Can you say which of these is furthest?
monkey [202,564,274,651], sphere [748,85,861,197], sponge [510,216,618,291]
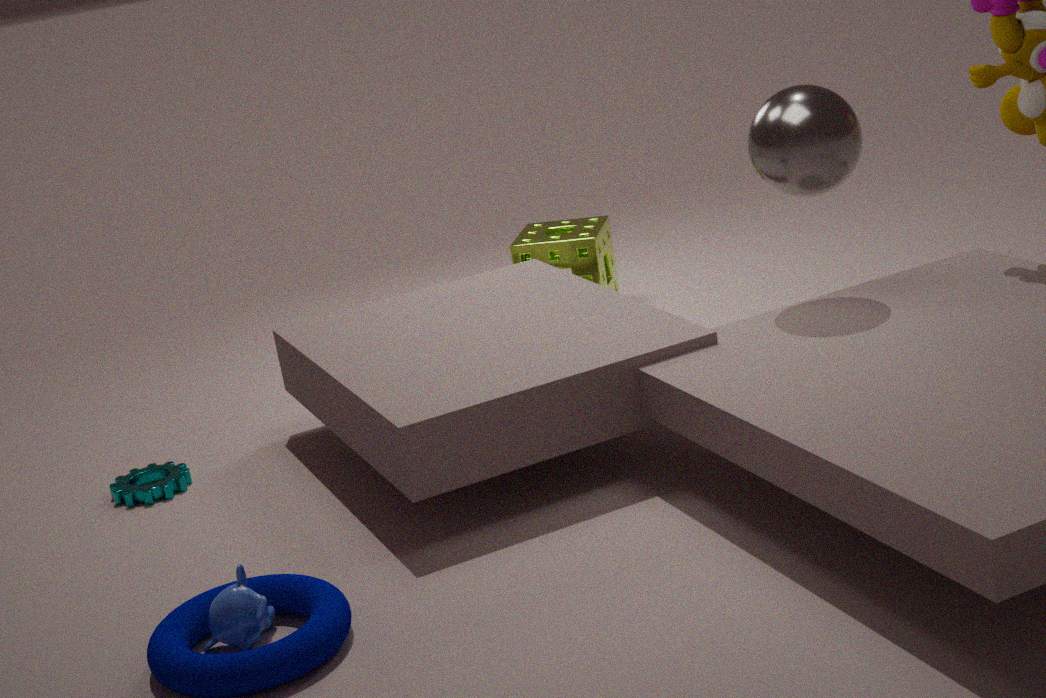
sponge [510,216,618,291]
